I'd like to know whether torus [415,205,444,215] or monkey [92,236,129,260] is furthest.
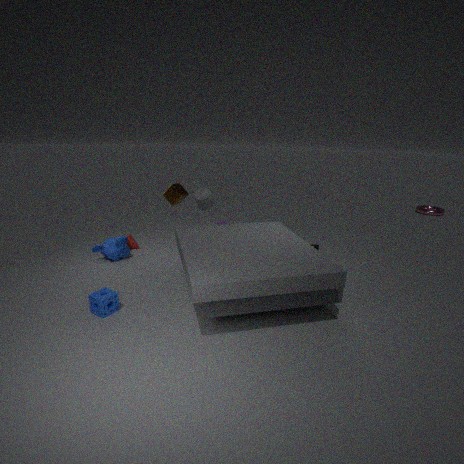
torus [415,205,444,215]
